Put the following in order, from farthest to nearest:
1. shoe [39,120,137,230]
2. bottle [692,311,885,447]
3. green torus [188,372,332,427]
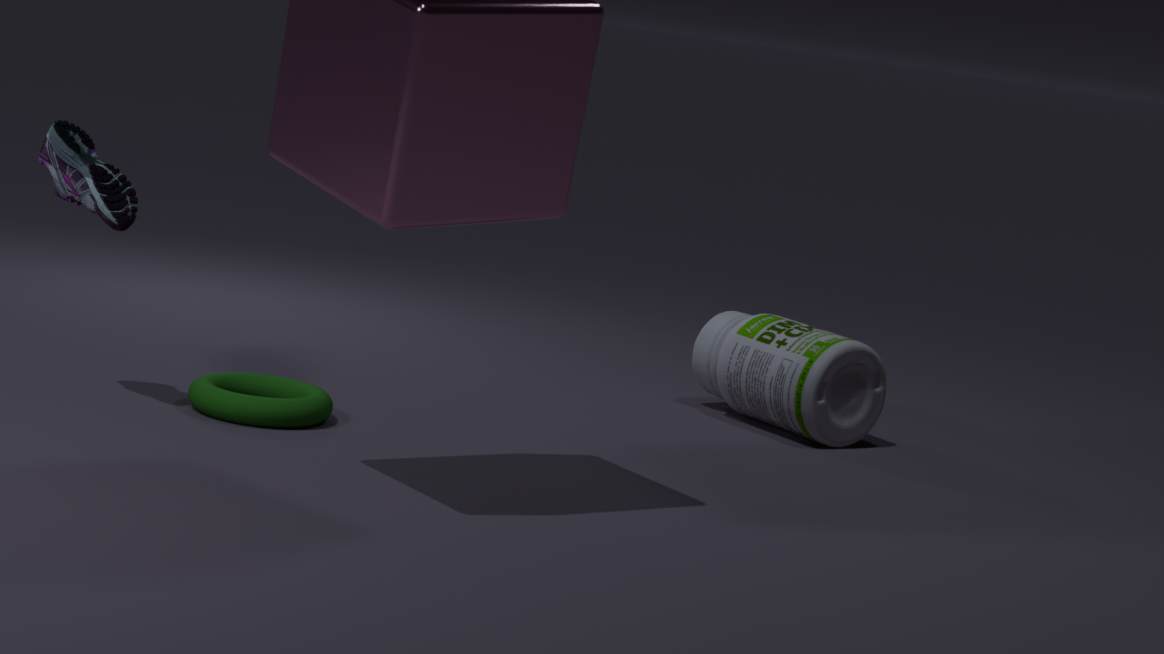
bottle [692,311,885,447], green torus [188,372,332,427], shoe [39,120,137,230]
